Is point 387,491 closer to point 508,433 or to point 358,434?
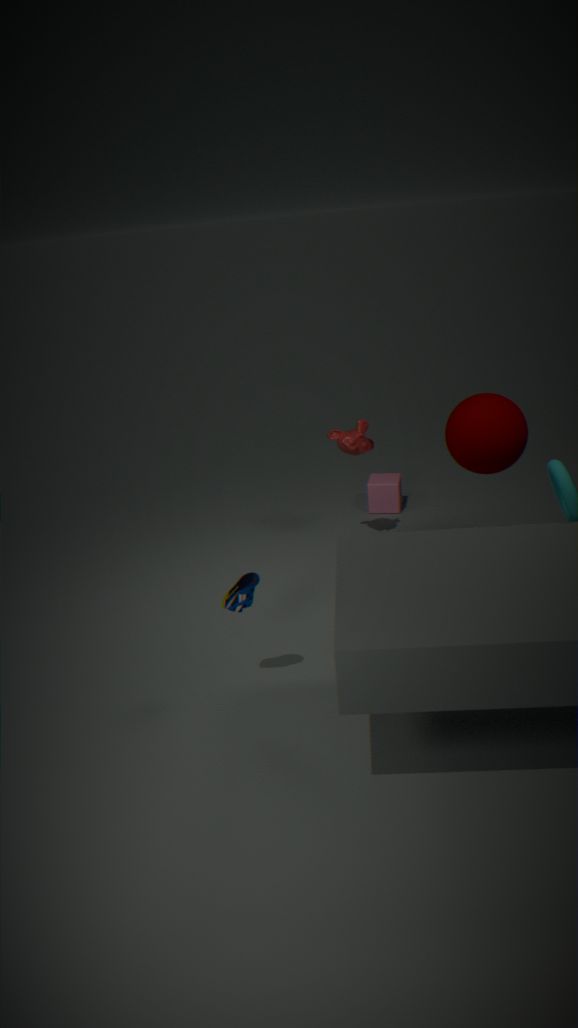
point 358,434
